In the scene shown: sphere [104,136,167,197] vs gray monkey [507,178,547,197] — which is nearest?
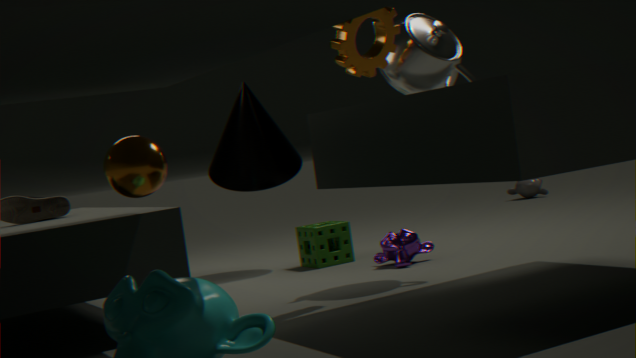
sphere [104,136,167,197]
